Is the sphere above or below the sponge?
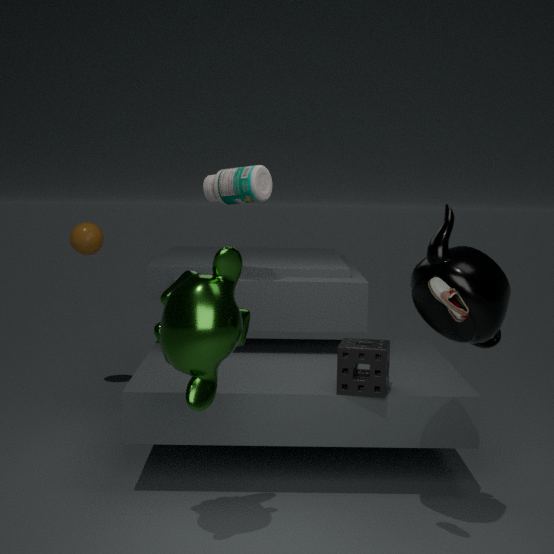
above
